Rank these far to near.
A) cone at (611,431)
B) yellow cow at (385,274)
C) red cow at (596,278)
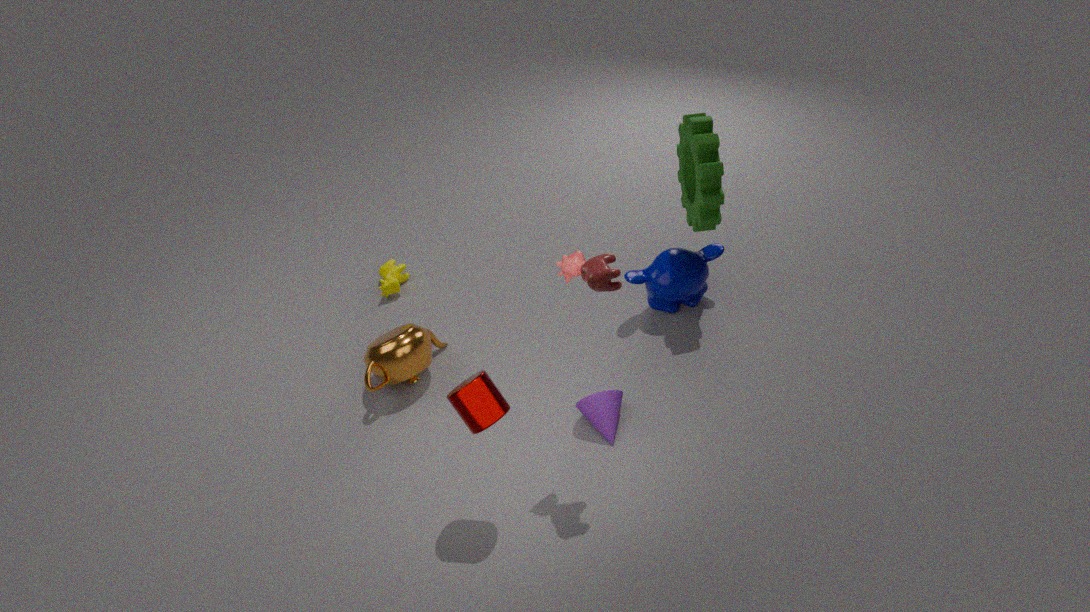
yellow cow at (385,274), cone at (611,431), red cow at (596,278)
